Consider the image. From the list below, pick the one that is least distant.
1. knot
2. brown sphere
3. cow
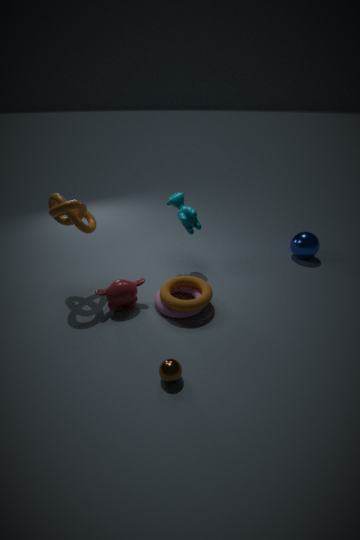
brown sphere
